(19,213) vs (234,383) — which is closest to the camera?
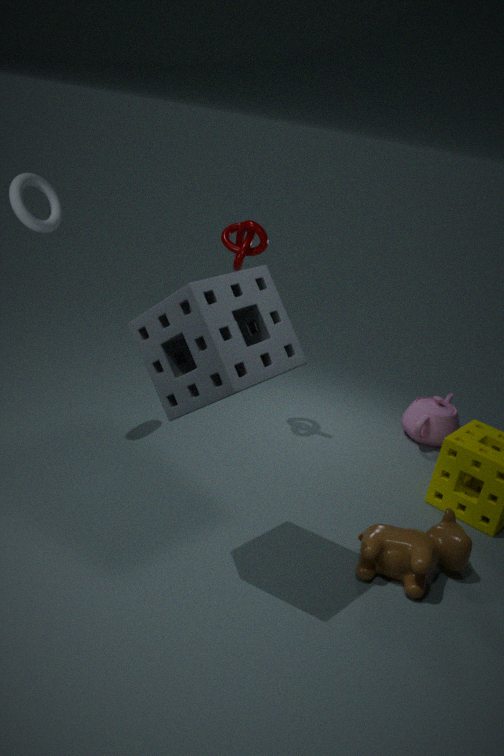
(234,383)
